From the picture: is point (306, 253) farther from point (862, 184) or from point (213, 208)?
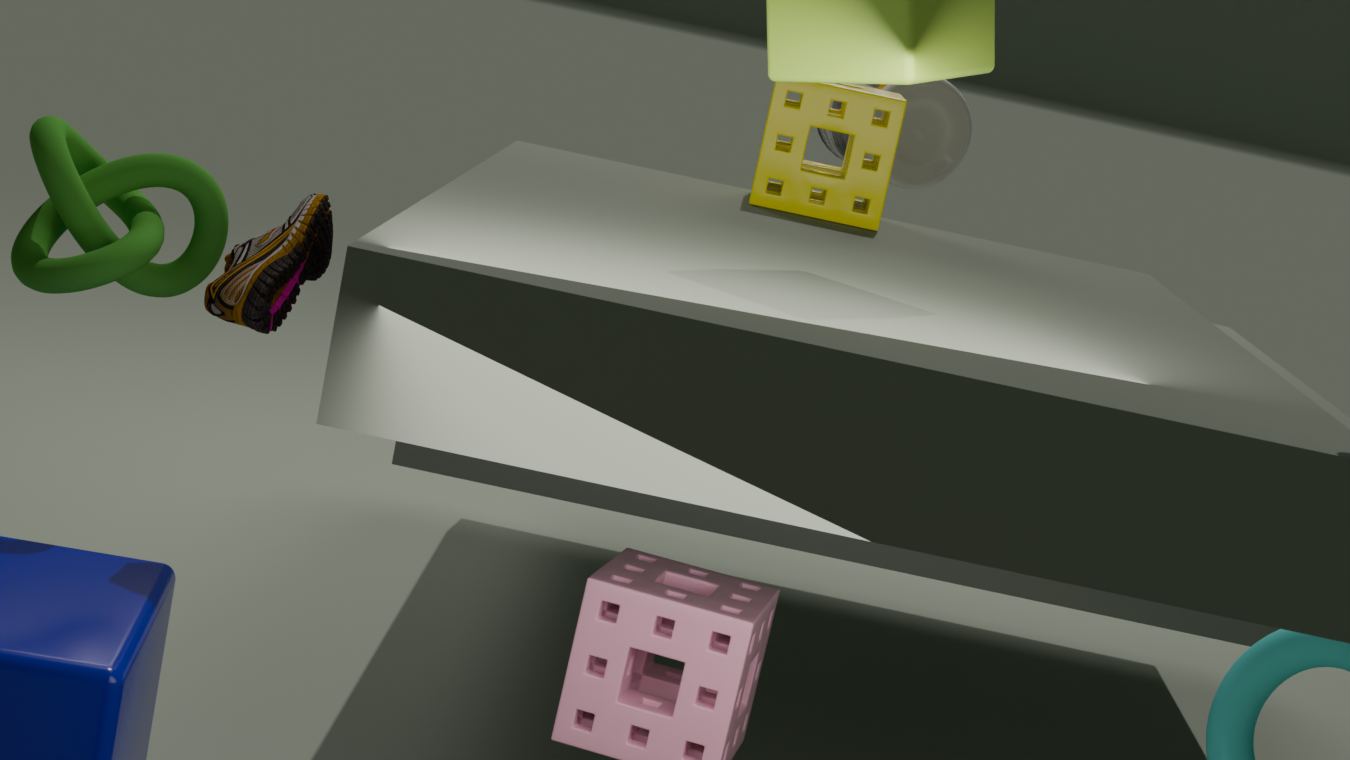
point (862, 184)
